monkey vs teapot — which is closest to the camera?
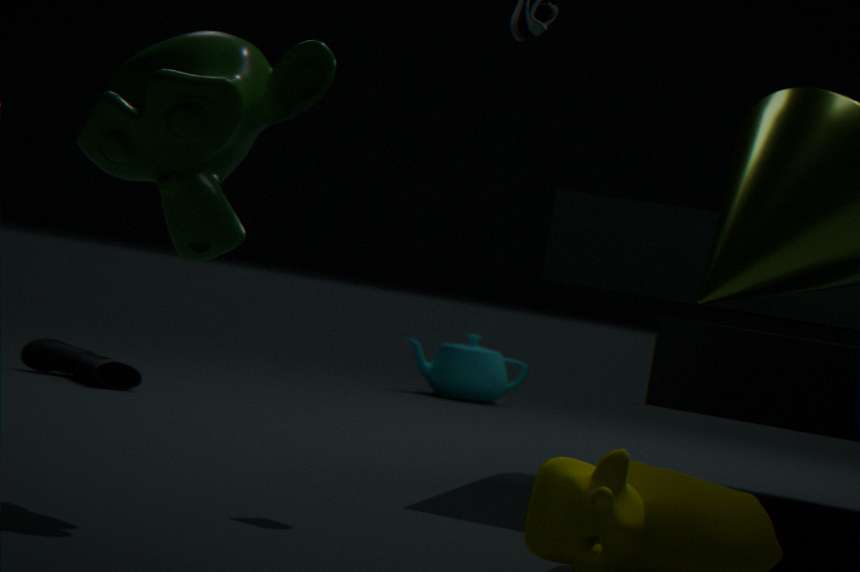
monkey
